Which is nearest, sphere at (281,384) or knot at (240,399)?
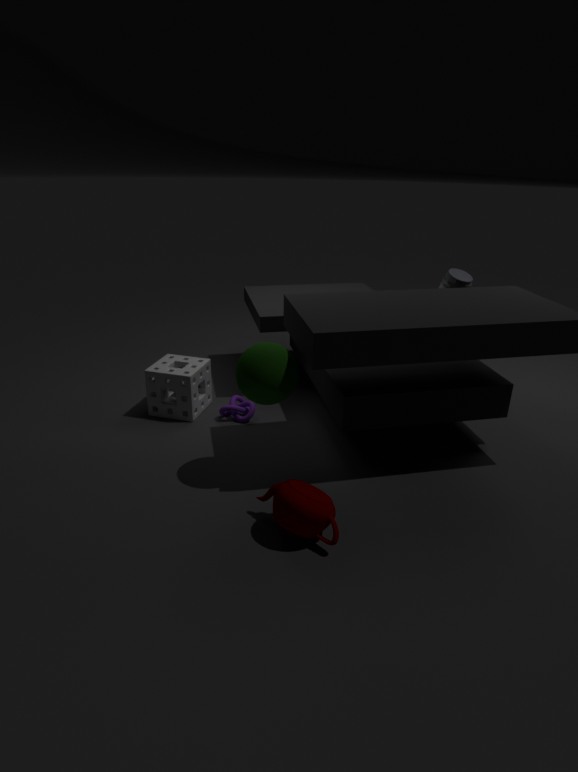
sphere at (281,384)
